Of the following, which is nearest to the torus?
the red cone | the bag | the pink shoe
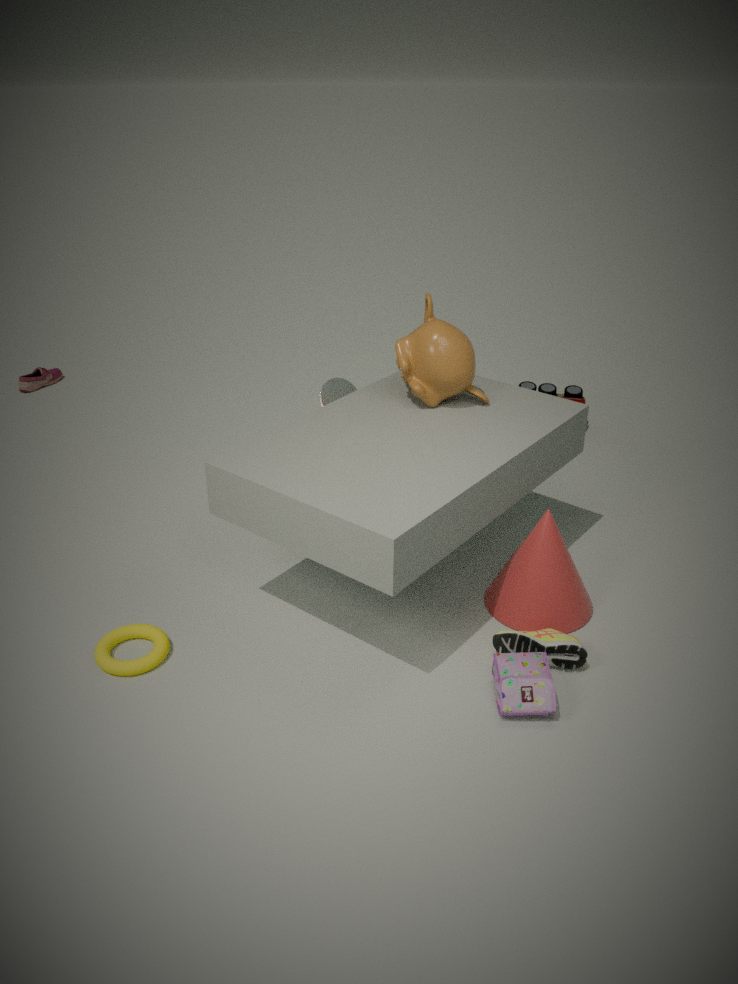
the bag
